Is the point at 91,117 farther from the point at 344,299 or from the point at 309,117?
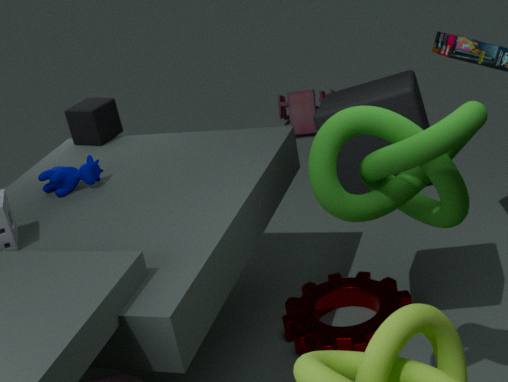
the point at 309,117
